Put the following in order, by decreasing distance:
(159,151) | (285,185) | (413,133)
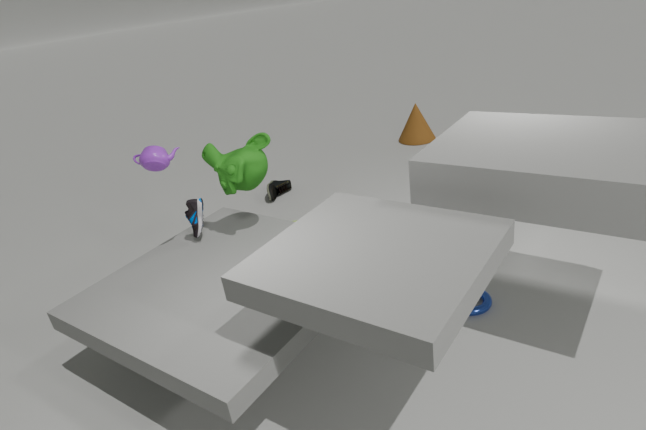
(413,133)
(285,185)
(159,151)
